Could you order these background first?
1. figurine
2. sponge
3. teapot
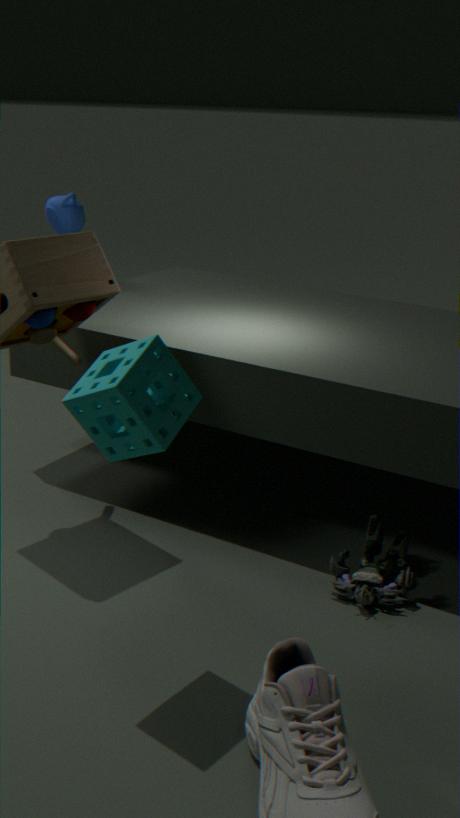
teapot < figurine < sponge
